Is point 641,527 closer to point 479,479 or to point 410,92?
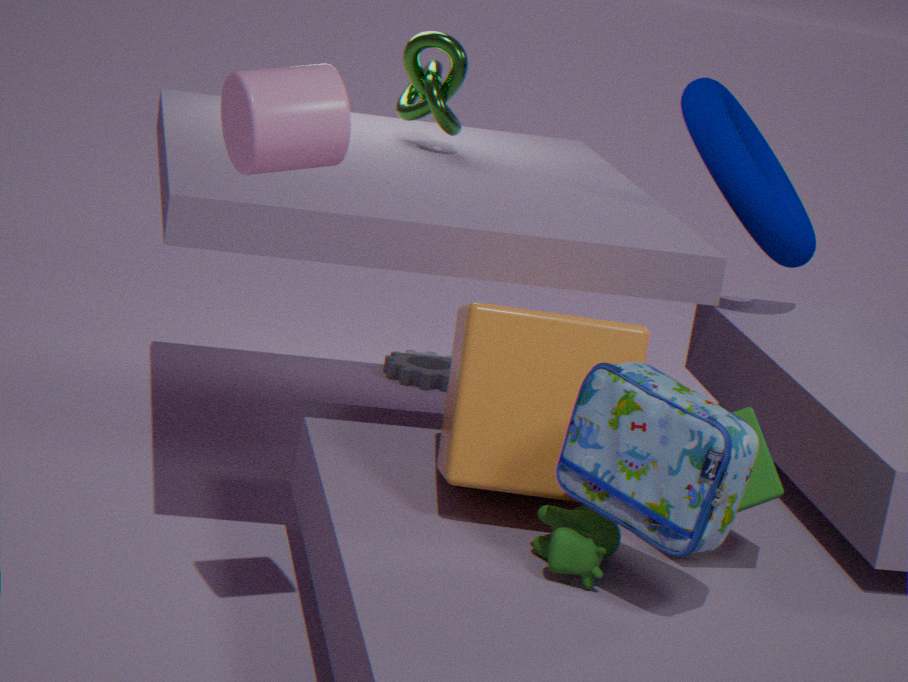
point 479,479
